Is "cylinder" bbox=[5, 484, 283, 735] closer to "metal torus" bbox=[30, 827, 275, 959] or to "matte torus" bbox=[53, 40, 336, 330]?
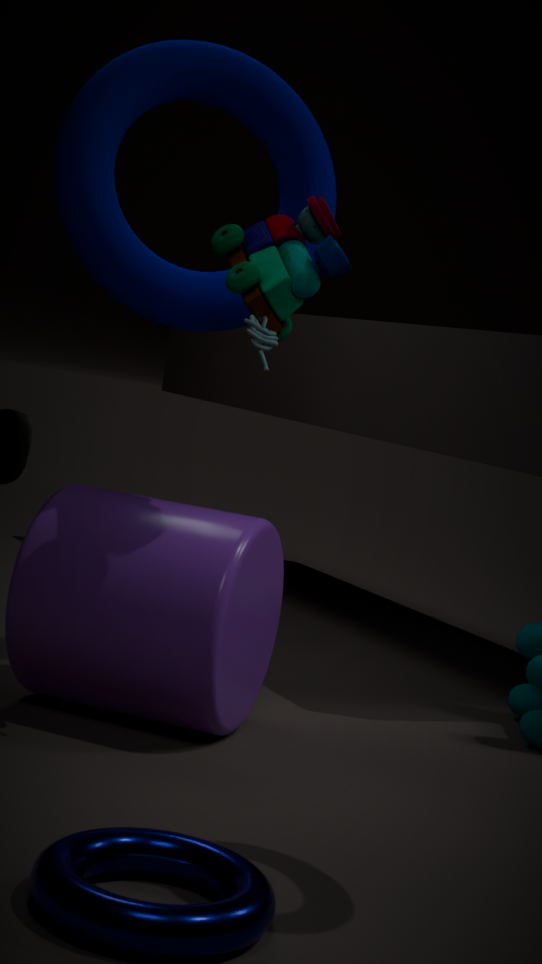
"matte torus" bbox=[53, 40, 336, 330]
